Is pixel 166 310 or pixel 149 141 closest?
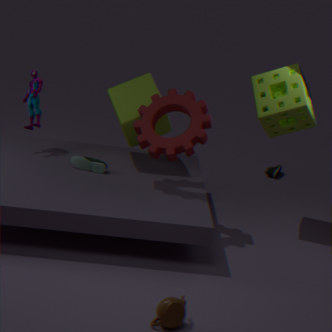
pixel 166 310
